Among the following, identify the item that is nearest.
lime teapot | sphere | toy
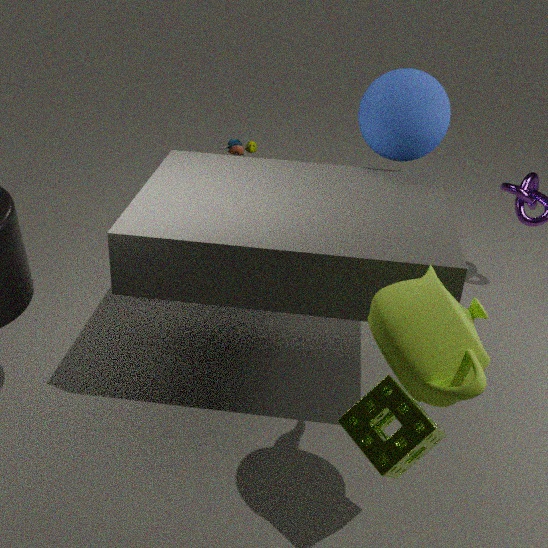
lime teapot
